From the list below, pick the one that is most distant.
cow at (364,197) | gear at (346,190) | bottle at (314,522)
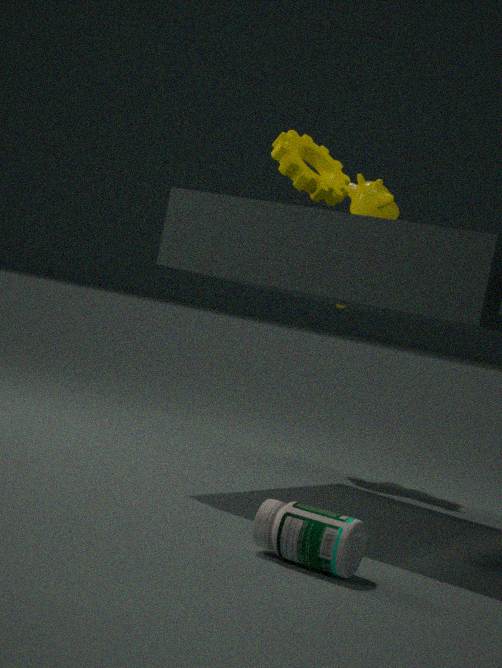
cow at (364,197)
